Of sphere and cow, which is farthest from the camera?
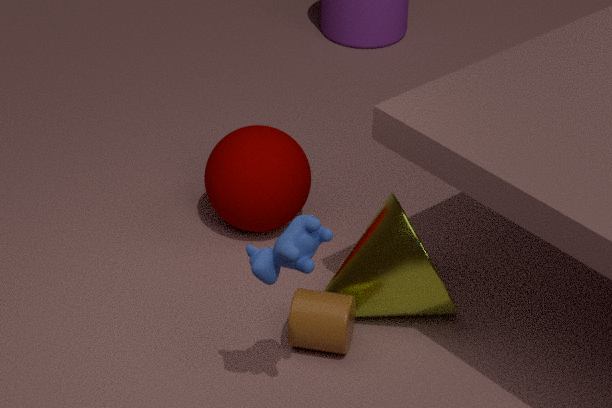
sphere
